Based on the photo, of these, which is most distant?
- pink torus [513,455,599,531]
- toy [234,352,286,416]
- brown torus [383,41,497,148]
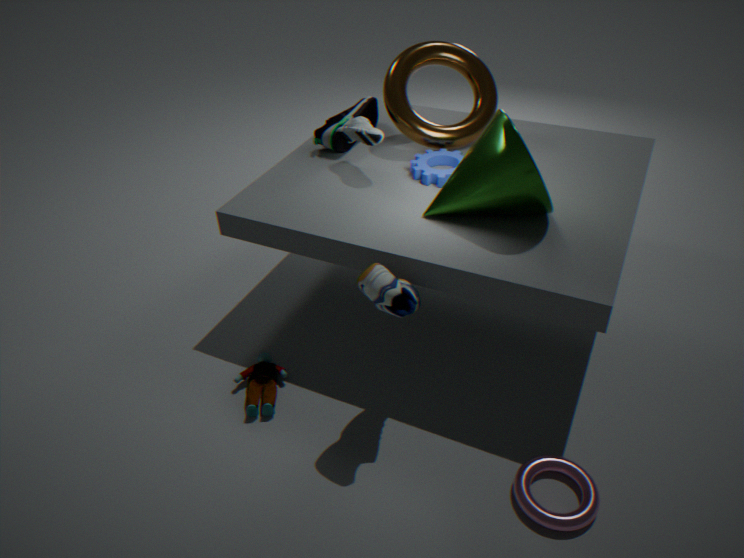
brown torus [383,41,497,148]
